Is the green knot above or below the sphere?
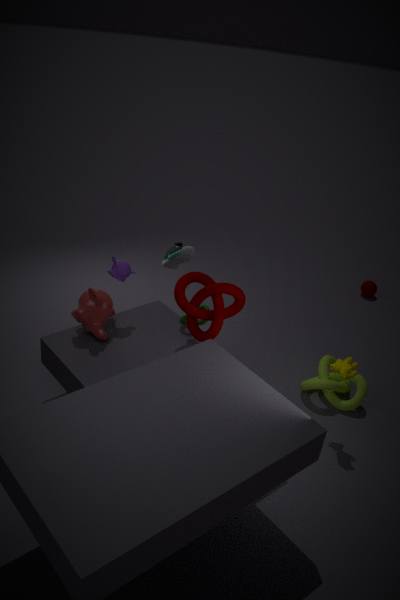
above
